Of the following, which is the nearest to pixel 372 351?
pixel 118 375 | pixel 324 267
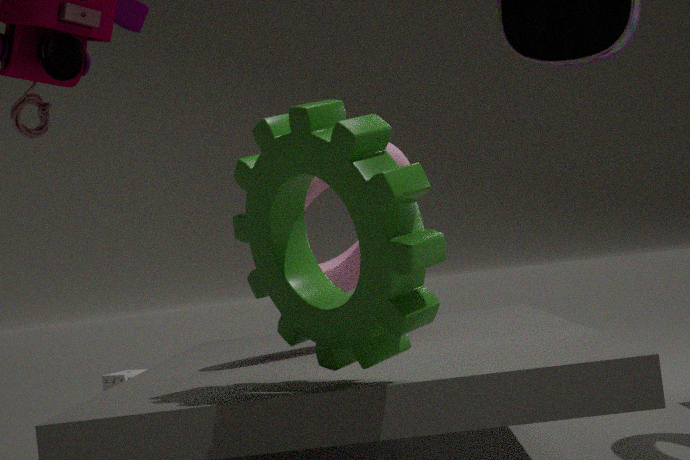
pixel 324 267
